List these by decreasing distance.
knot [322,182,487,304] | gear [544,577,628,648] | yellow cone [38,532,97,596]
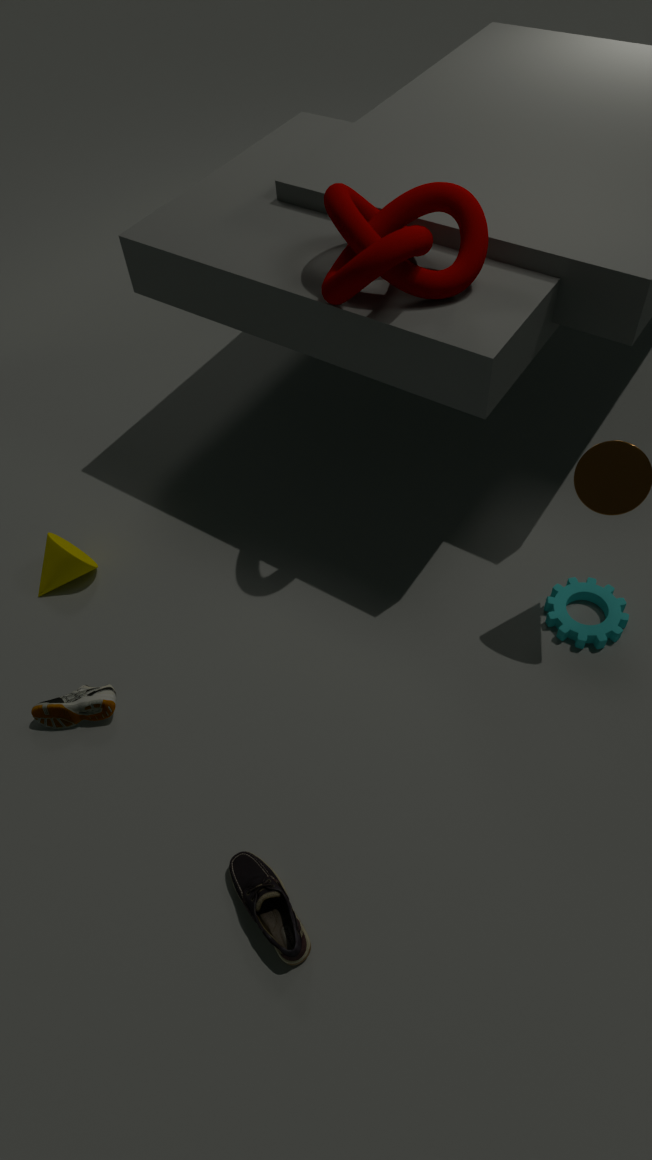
yellow cone [38,532,97,596] < gear [544,577,628,648] < knot [322,182,487,304]
